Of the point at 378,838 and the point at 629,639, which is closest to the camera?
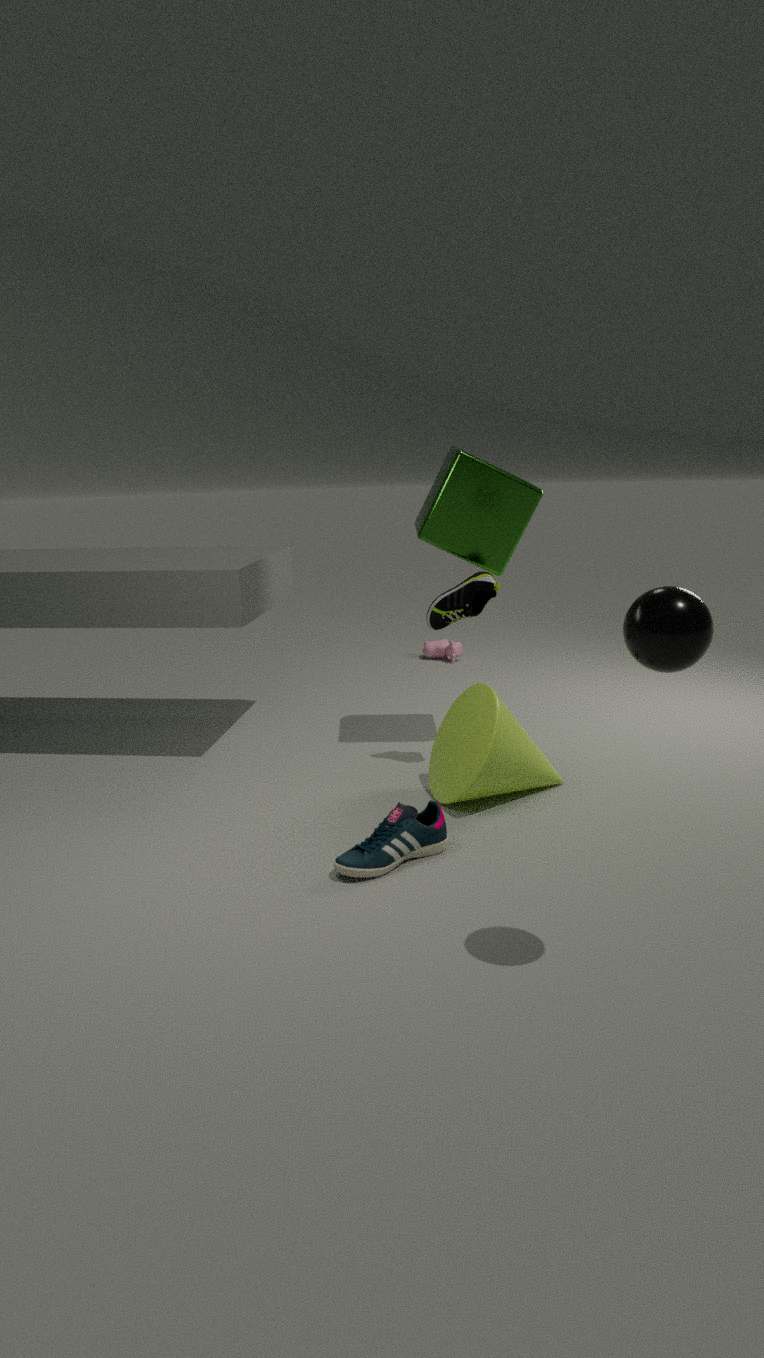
the point at 629,639
